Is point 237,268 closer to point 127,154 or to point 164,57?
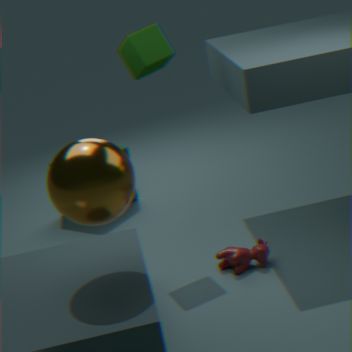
point 164,57
